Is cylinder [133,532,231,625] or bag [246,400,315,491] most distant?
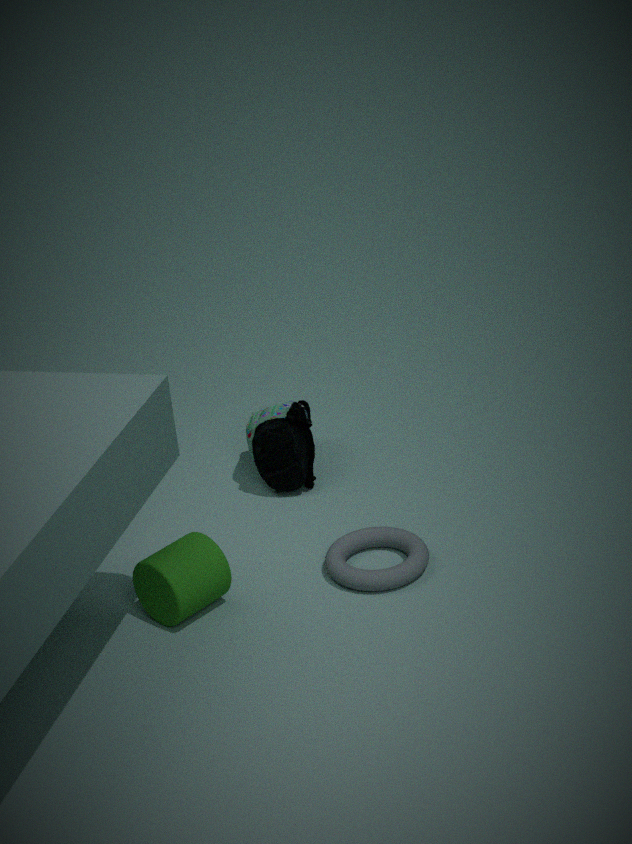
bag [246,400,315,491]
